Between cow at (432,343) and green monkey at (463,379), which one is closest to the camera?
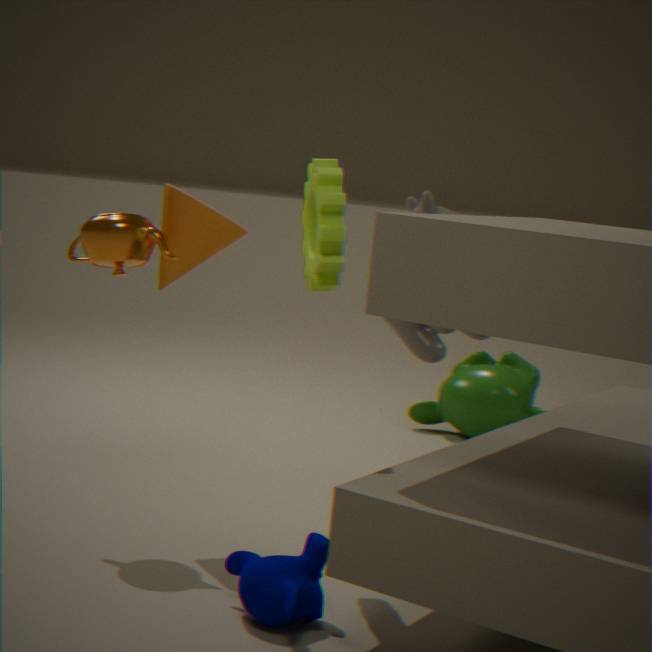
cow at (432,343)
